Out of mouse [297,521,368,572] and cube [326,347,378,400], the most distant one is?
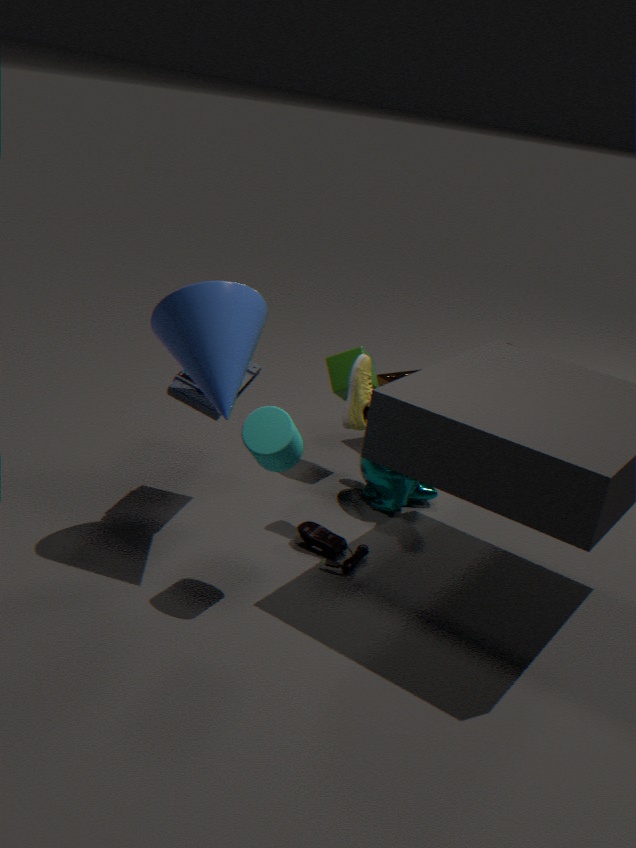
cube [326,347,378,400]
